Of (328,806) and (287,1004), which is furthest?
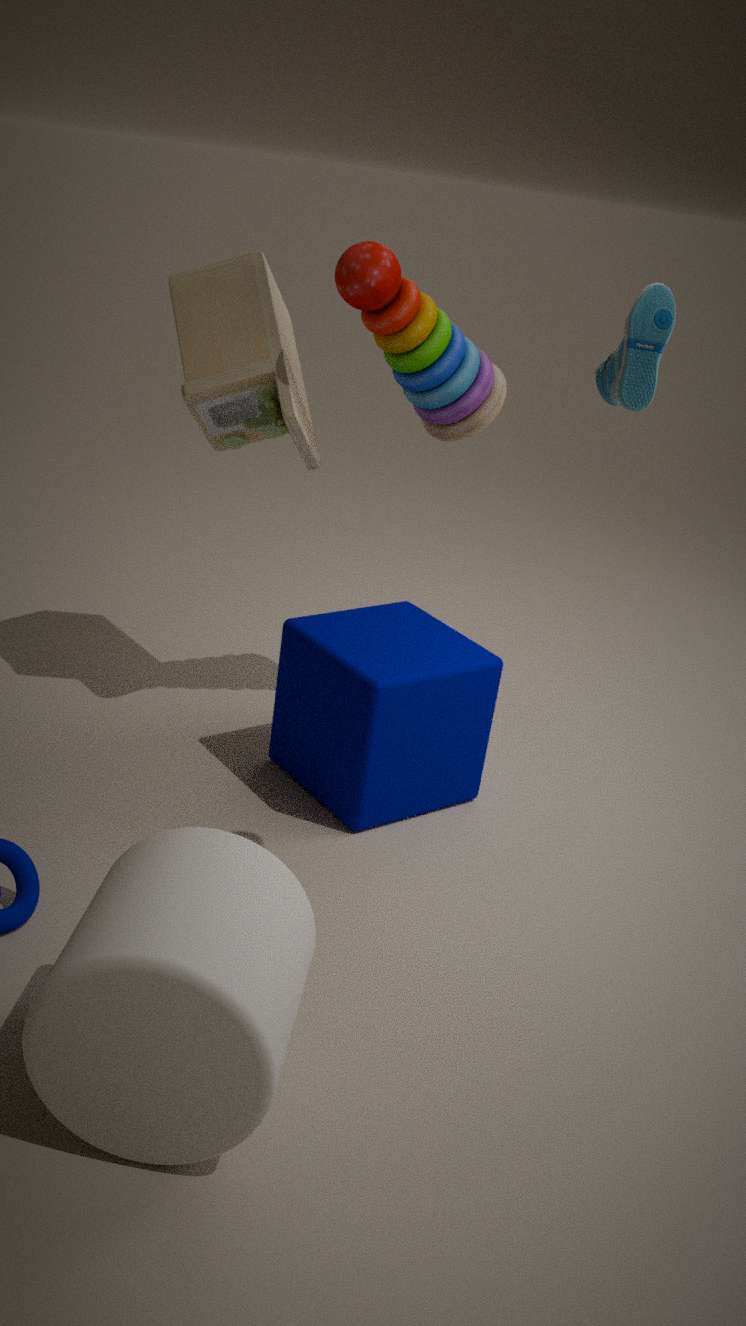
(328,806)
